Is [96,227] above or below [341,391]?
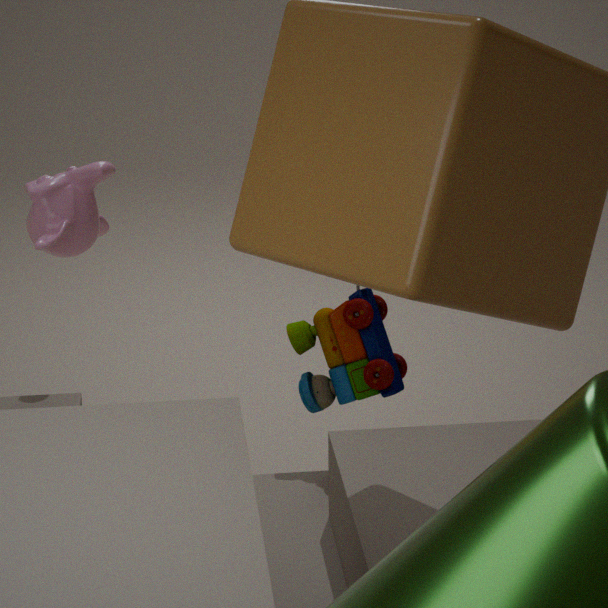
above
